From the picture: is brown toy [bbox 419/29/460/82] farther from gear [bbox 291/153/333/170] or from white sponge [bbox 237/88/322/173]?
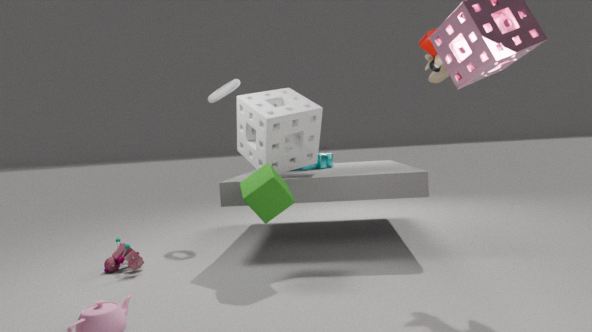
gear [bbox 291/153/333/170]
